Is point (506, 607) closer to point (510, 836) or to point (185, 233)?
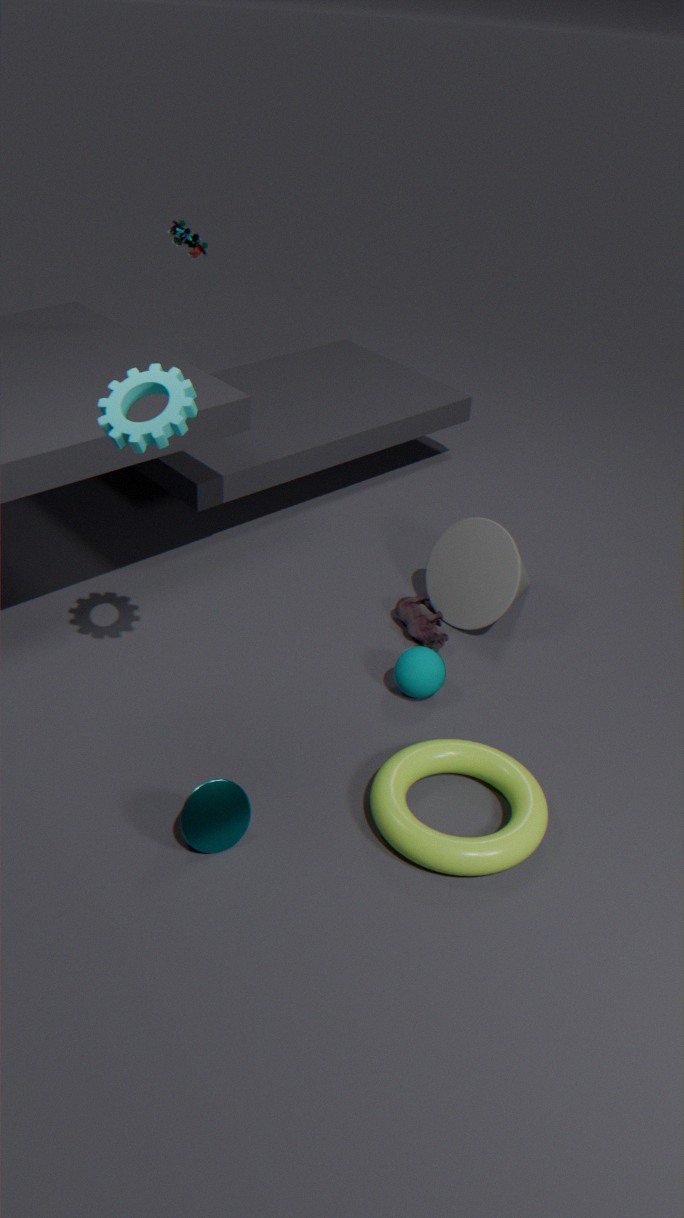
point (510, 836)
